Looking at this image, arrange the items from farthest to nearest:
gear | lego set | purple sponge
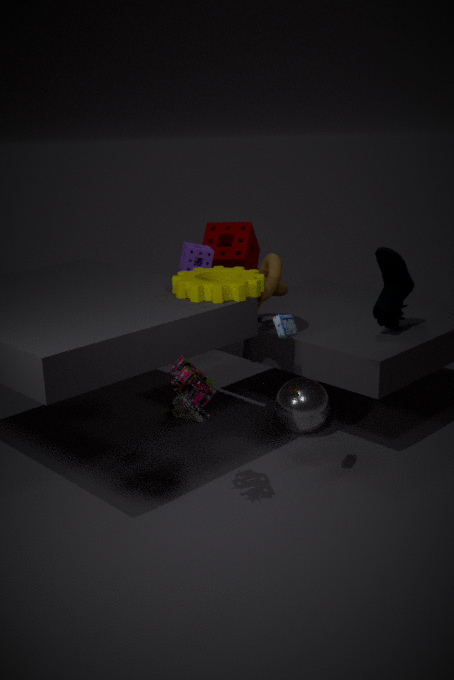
purple sponge, gear, lego set
